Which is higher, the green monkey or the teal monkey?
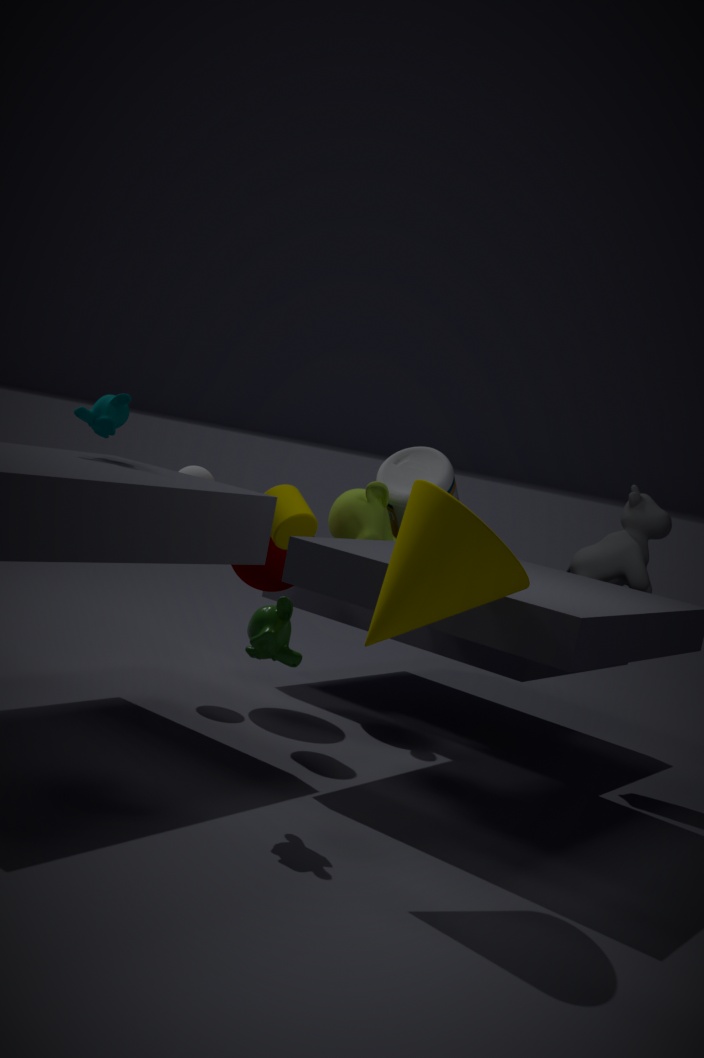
the teal monkey
